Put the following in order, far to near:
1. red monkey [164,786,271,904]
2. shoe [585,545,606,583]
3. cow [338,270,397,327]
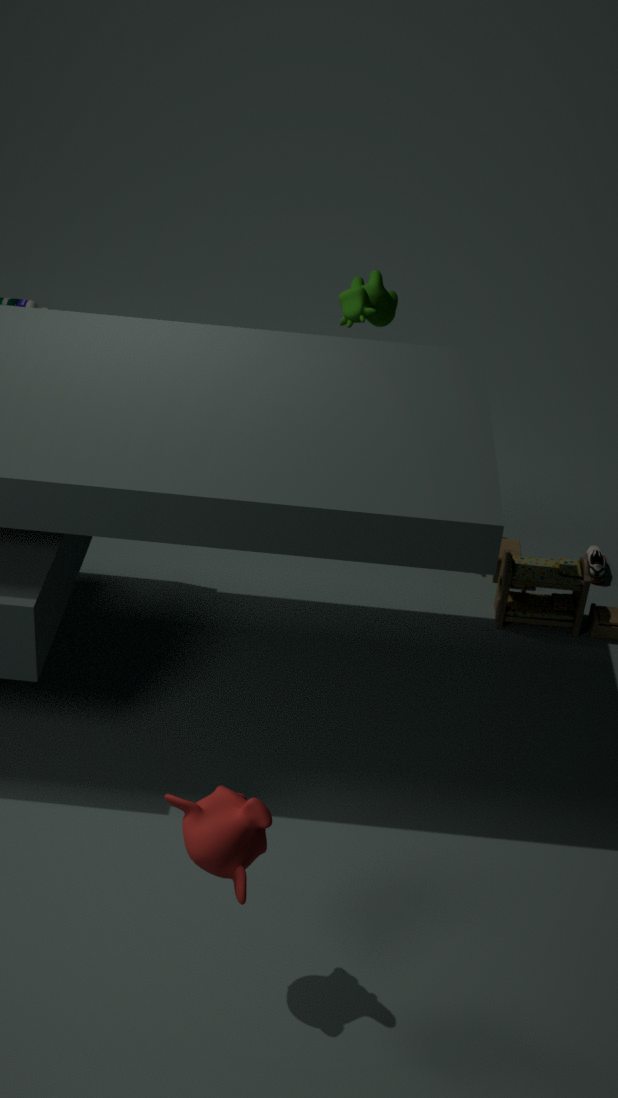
1. shoe [585,545,606,583]
2. cow [338,270,397,327]
3. red monkey [164,786,271,904]
